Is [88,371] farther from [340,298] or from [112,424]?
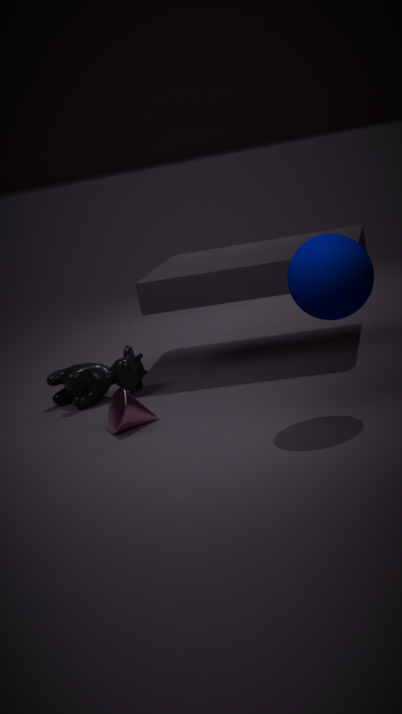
[340,298]
